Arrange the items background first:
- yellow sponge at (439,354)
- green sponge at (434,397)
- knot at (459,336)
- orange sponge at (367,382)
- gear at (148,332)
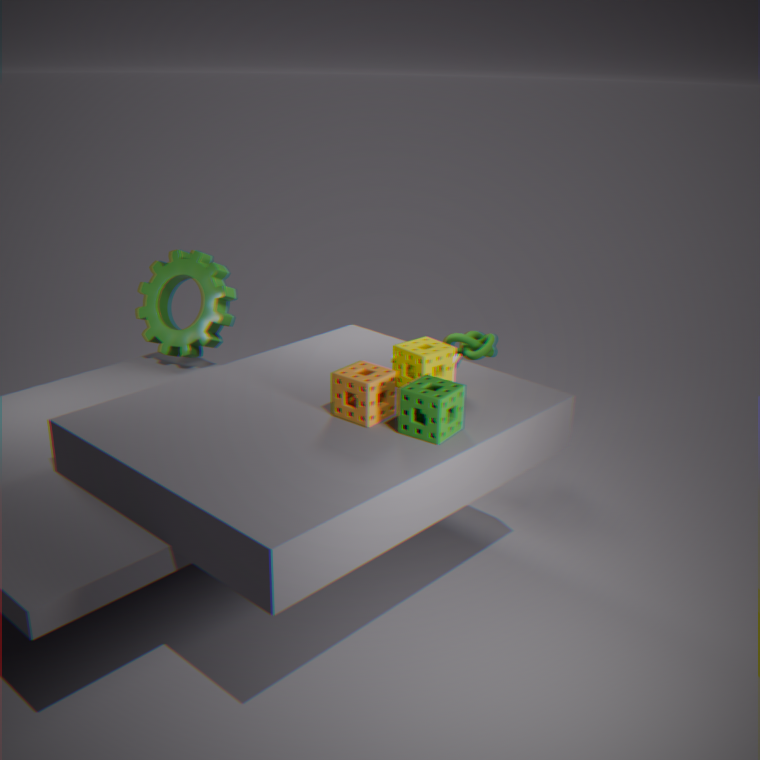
gear at (148,332) → knot at (459,336) → yellow sponge at (439,354) → orange sponge at (367,382) → green sponge at (434,397)
